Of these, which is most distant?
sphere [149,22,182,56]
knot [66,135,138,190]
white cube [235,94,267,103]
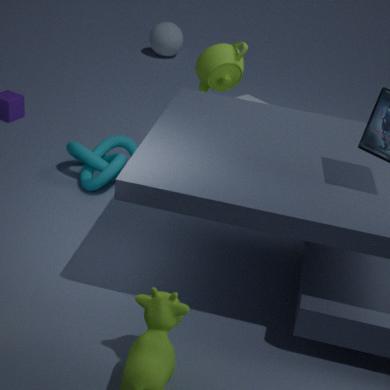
sphere [149,22,182,56]
